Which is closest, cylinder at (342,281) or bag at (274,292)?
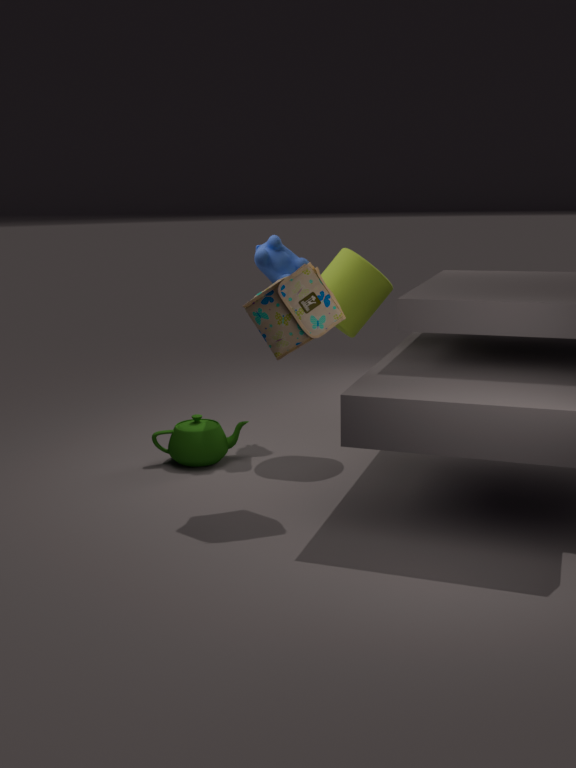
bag at (274,292)
